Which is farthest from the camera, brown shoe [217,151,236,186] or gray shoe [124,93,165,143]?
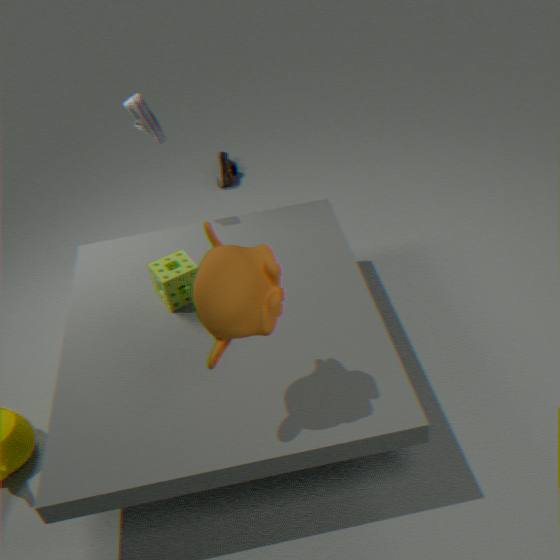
brown shoe [217,151,236,186]
